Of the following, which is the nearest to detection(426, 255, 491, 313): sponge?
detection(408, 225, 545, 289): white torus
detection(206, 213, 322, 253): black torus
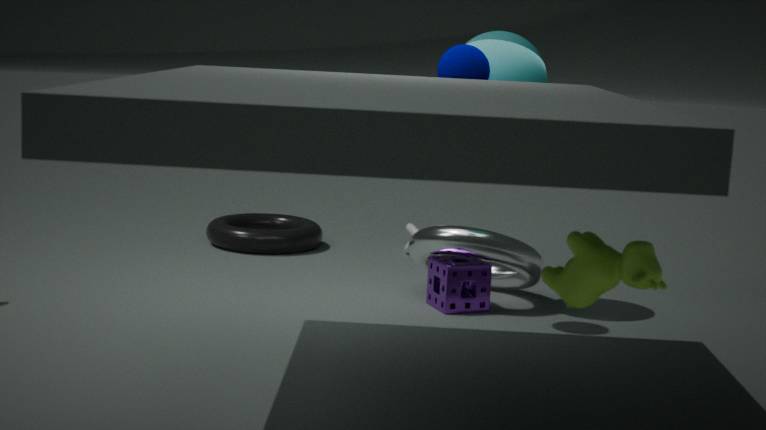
detection(408, 225, 545, 289): white torus
